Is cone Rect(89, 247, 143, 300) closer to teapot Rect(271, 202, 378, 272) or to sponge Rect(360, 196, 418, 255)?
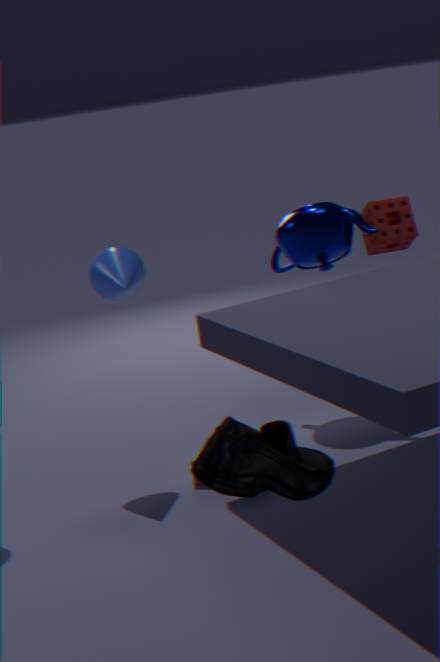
teapot Rect(271, 202, 378, 272)
